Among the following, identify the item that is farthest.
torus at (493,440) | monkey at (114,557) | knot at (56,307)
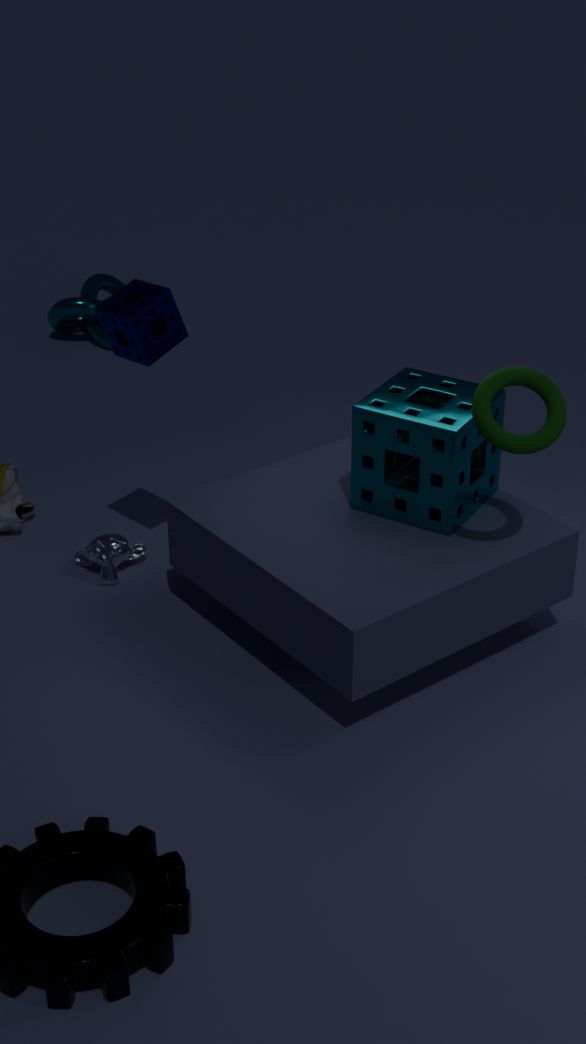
knot at (56,307)
